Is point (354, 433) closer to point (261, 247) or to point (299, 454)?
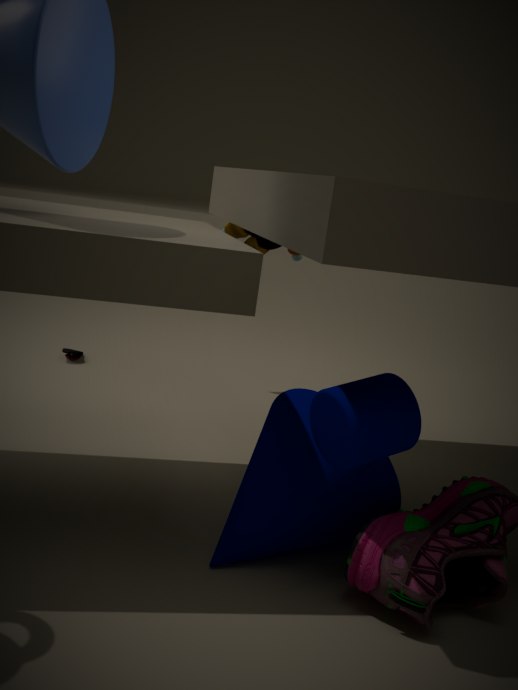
point (299, 454)
